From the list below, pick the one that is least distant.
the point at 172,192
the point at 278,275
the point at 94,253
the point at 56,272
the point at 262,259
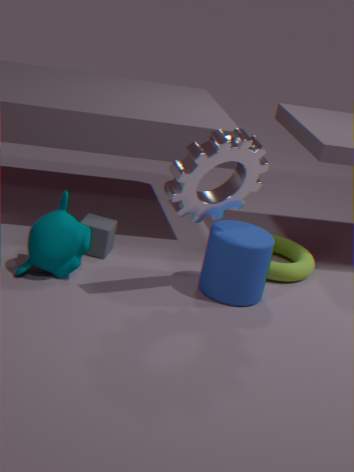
the point at 172,192
